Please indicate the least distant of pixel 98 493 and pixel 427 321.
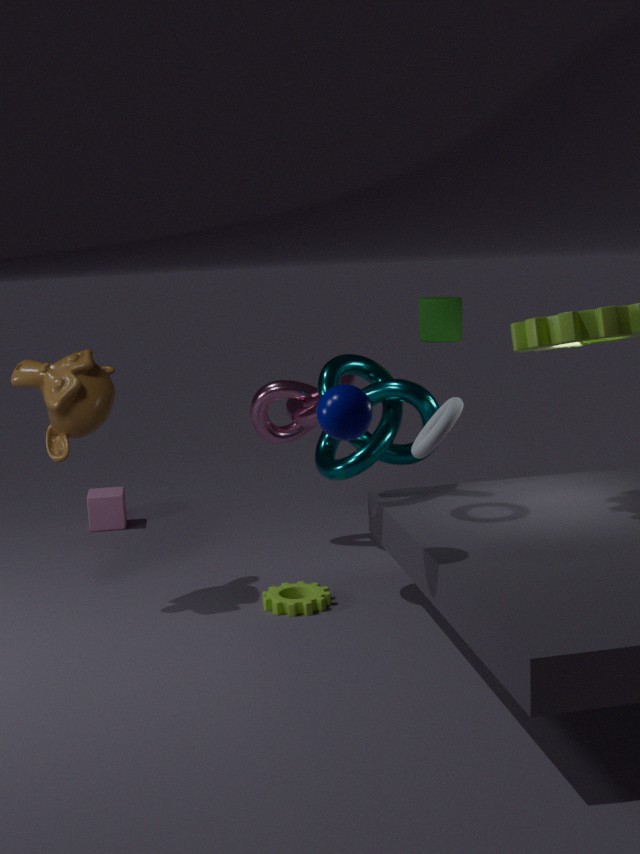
pixel 427 321
